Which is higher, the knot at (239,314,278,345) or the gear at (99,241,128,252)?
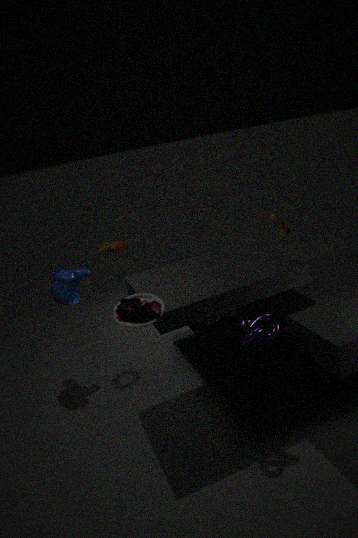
the gear at (99,241,128,252)
